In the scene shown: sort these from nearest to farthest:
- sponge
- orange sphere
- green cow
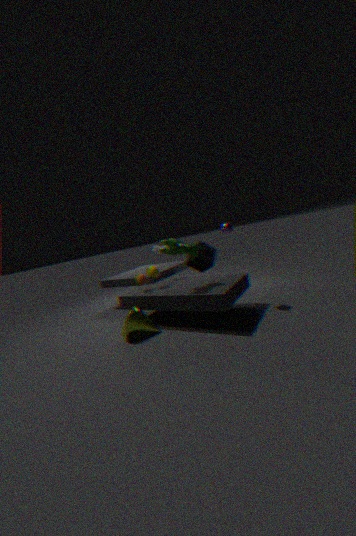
green cow < orange sphere < sponge
